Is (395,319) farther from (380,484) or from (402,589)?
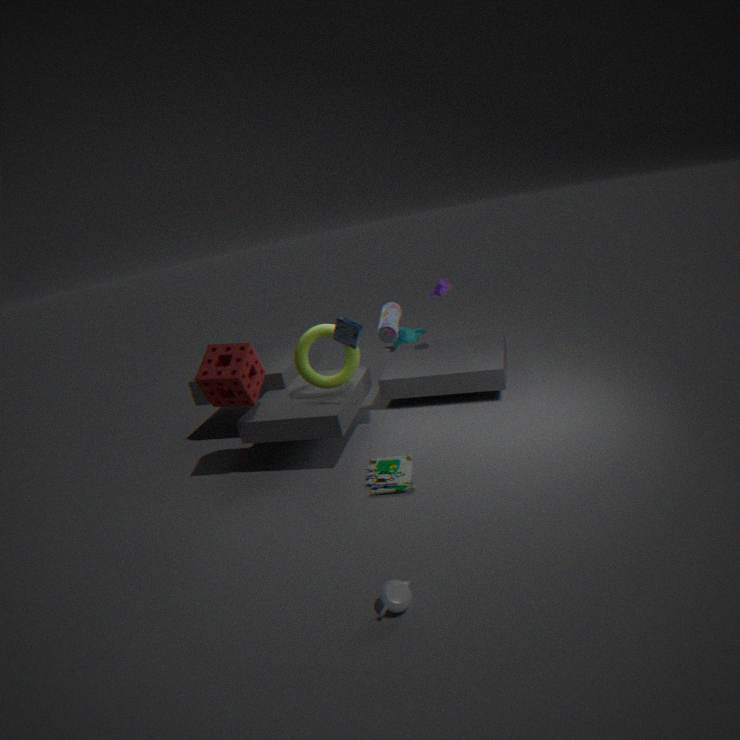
(402,589)
